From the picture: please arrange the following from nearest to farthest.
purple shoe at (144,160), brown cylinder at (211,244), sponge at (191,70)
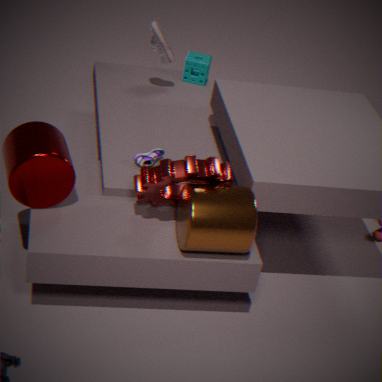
brown cylinder at (211,244)
purple shoe at (144,160)
sponge at (191,70)
